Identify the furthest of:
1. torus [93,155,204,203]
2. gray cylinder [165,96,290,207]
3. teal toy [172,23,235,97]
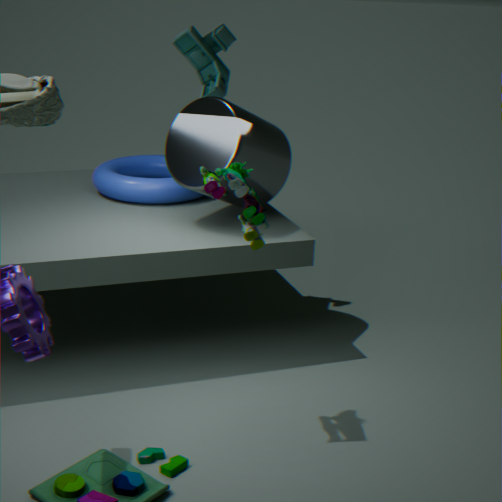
torus [93,155,204,203]
